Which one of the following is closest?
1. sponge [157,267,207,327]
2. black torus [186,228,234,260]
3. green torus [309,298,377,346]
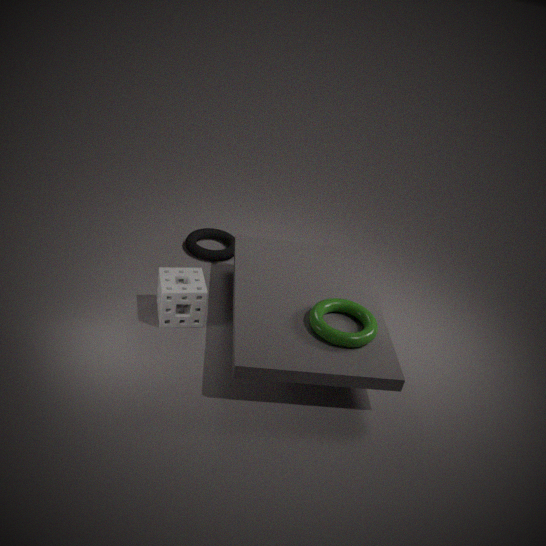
green torus [309,298,377,346]
